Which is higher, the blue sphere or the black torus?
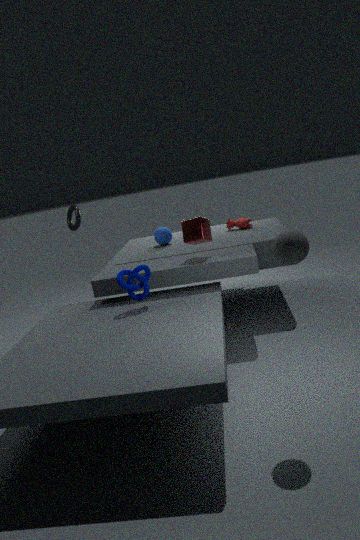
the black torus
